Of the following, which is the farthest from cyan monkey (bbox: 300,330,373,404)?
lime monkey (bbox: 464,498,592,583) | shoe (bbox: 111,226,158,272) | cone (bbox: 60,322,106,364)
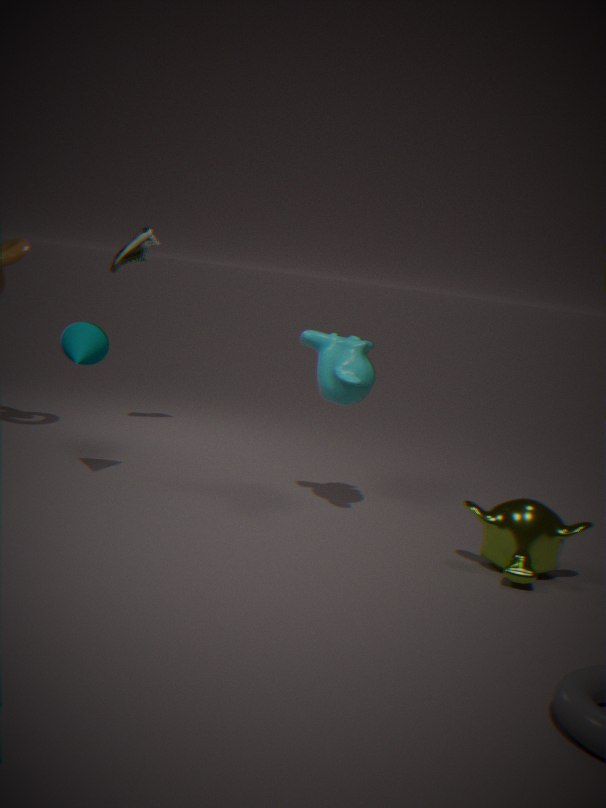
shoe (bbox: 111,226,158,272)
